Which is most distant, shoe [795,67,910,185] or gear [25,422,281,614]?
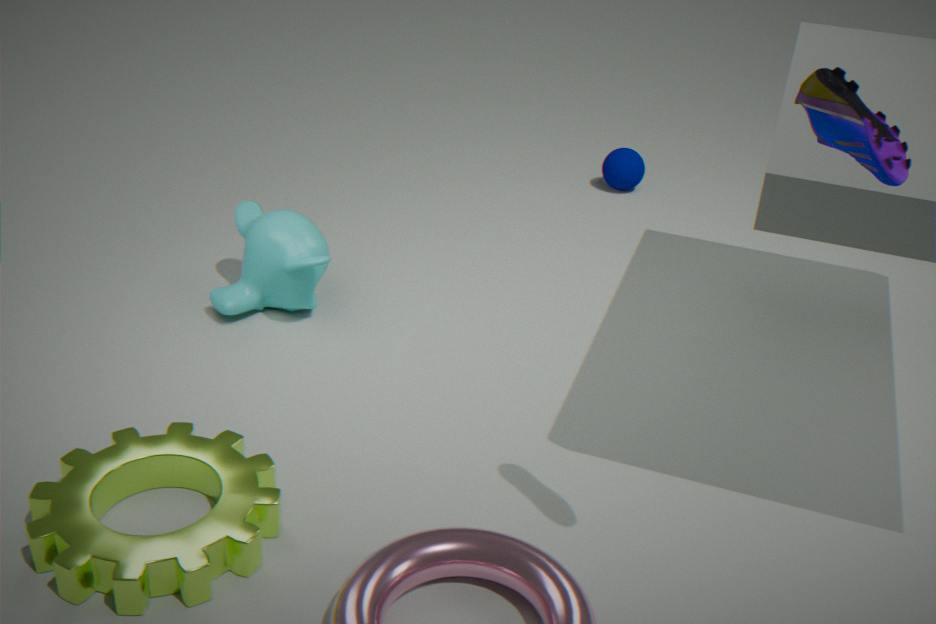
gear [25,422,281,614]
